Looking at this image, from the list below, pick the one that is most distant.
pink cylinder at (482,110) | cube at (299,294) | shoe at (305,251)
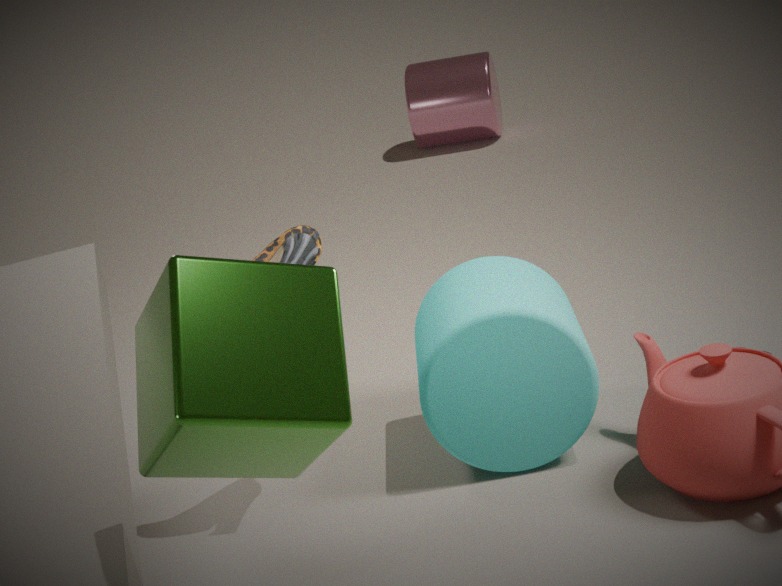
pink cylinder at (482,110)
